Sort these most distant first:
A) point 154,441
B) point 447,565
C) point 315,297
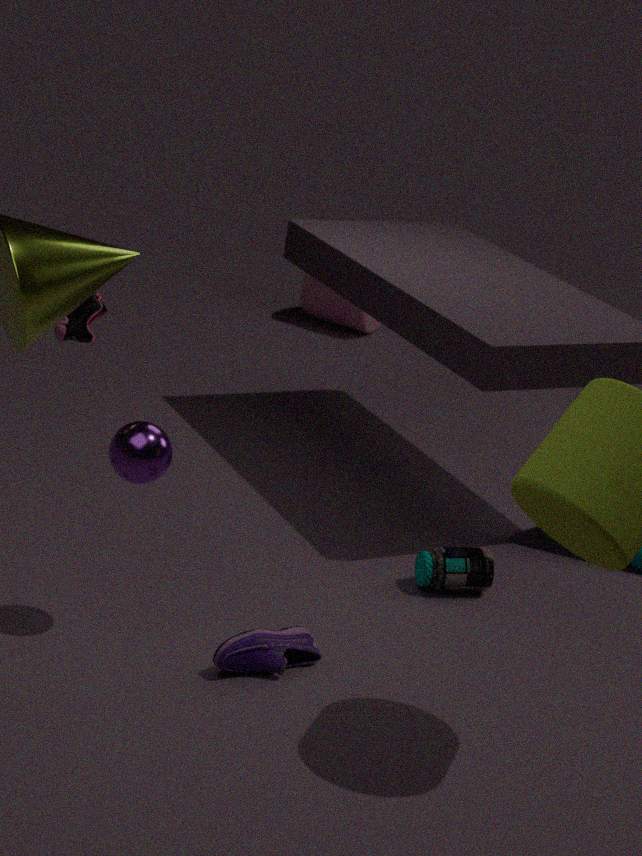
point 315,297 < point 447,565 < point 154,441
